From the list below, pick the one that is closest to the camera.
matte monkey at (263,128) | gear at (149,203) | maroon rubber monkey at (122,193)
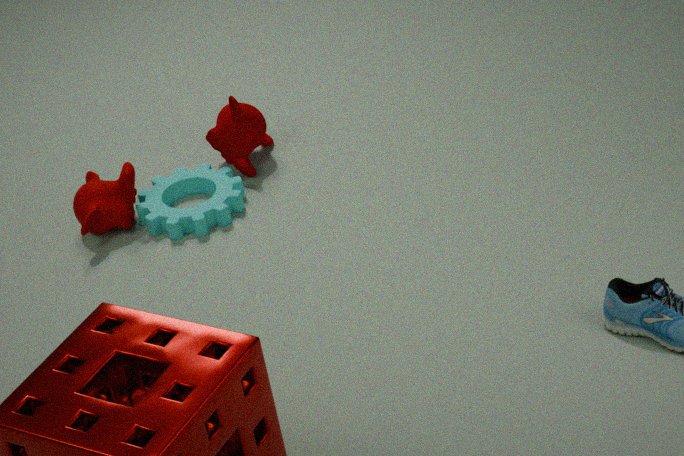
gear at (149,203)
